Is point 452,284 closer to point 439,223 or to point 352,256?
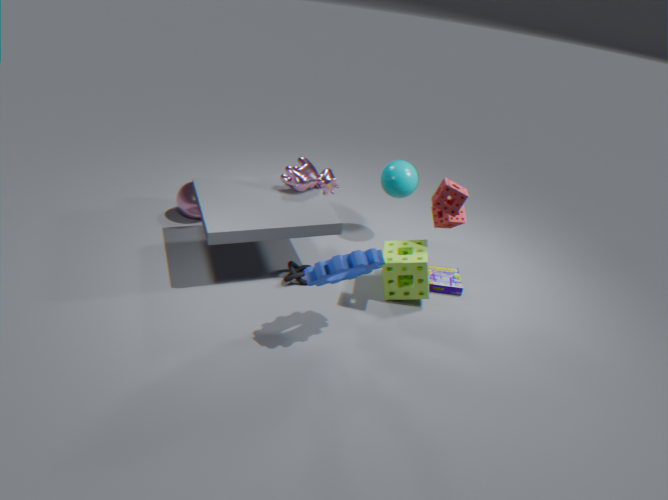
point 439,223
